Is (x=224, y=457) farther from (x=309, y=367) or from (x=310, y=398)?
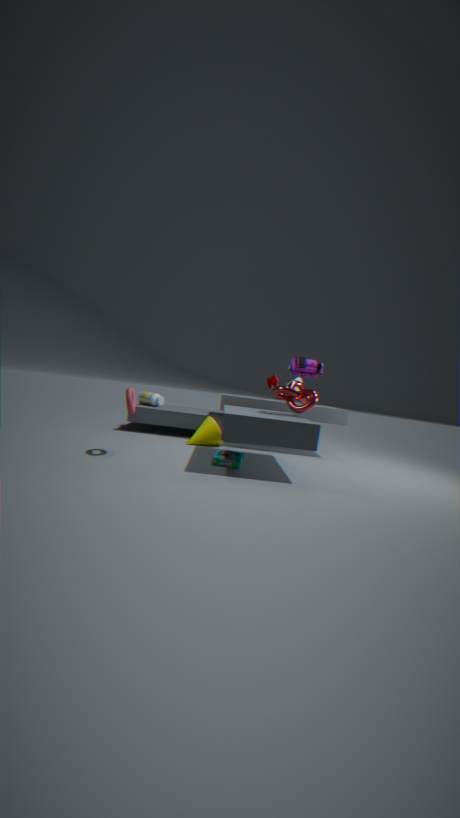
(x=309, y=367)
